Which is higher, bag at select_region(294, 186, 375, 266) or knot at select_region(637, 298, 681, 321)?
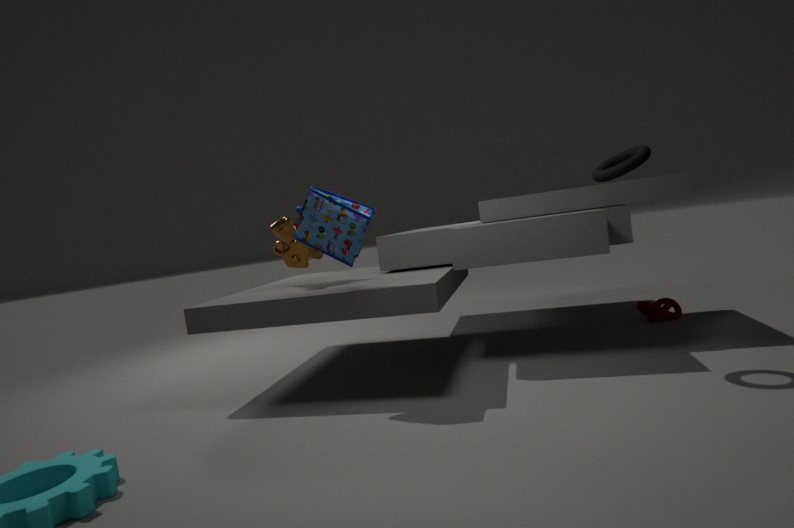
bag at select_region(294, 186, 375, 266)
